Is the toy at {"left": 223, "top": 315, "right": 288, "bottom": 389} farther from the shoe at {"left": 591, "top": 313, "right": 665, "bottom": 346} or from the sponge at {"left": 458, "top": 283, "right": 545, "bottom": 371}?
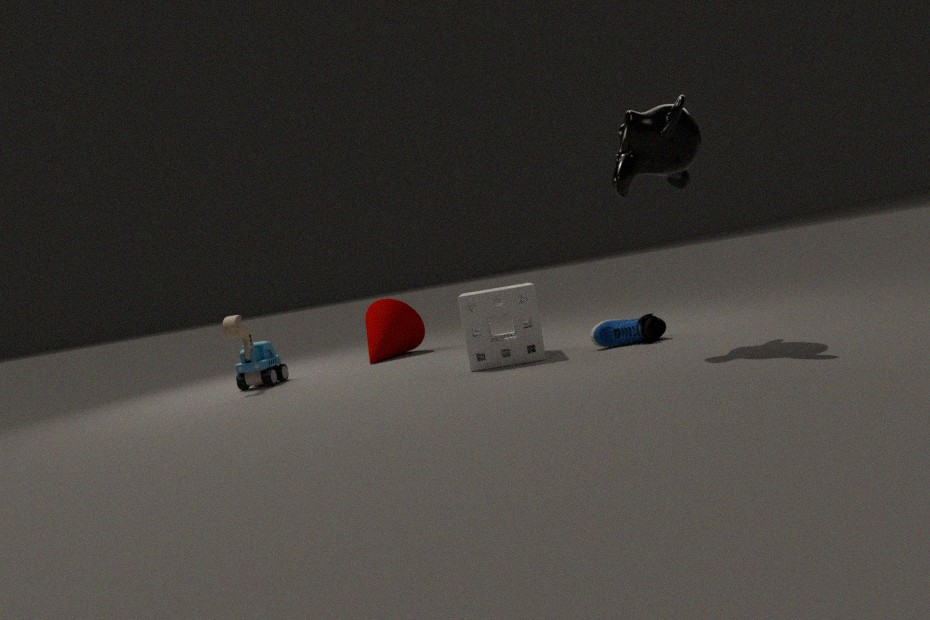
the shoe at {"left": 591, "top": 313, "right": 665, "bottom": 346}
